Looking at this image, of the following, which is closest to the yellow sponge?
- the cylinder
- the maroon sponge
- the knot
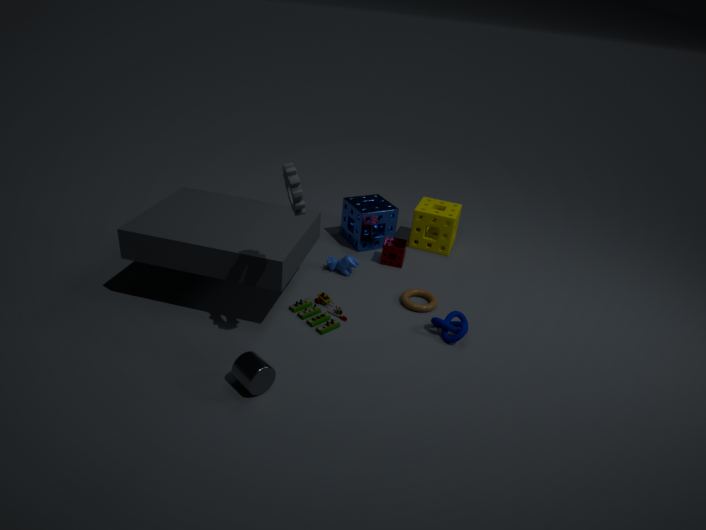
the maroon sponge
